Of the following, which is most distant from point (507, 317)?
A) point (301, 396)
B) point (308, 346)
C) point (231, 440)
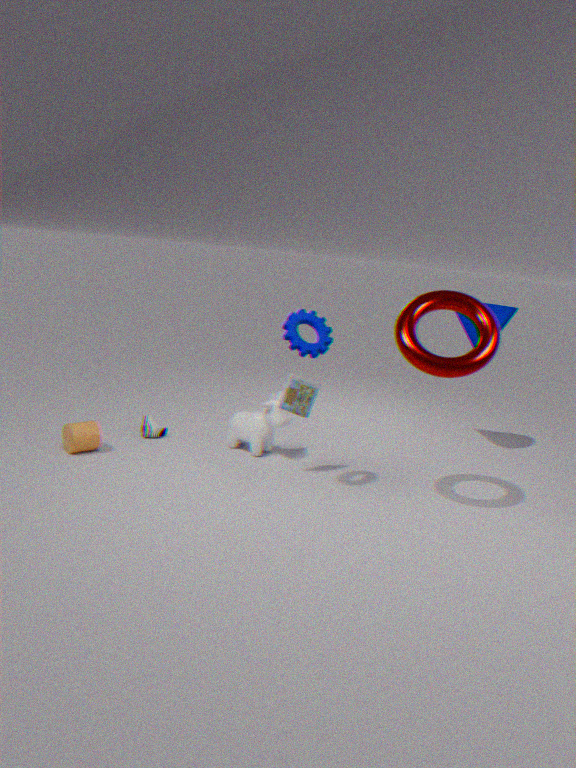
point (231, 440)
